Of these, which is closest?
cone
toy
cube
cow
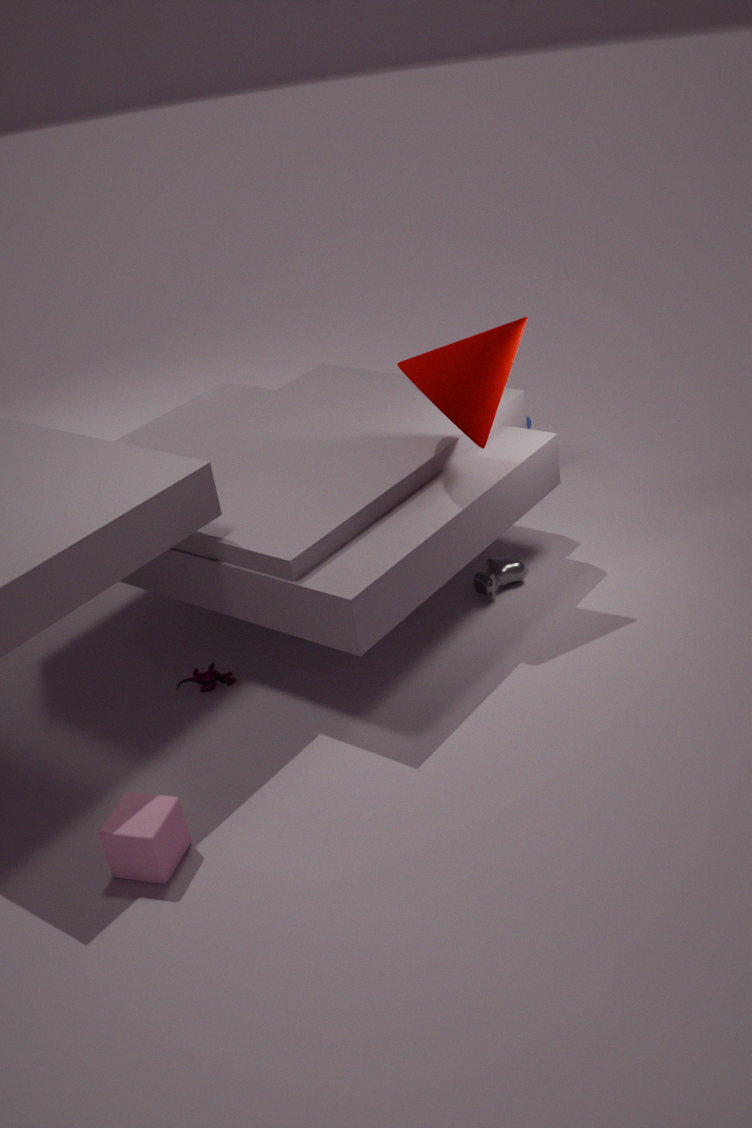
cube
